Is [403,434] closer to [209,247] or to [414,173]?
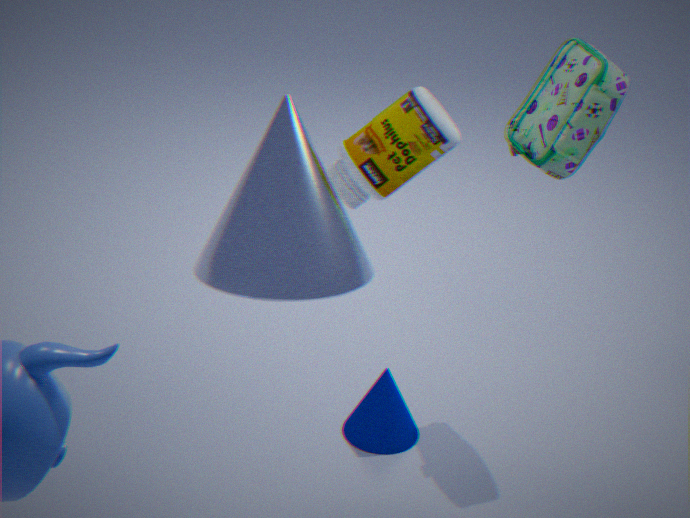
[414,173]
